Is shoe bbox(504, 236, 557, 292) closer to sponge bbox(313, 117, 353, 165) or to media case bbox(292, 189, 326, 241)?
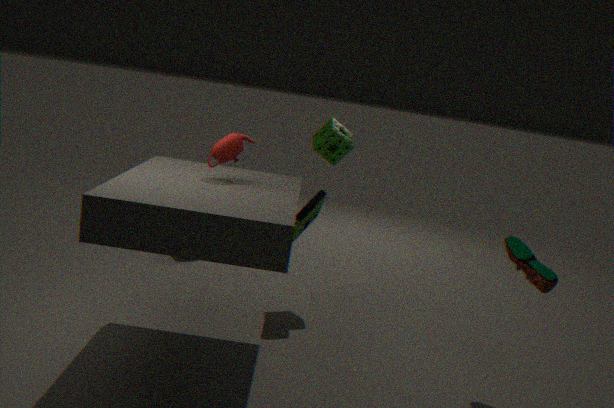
media case bbox(292, 189, 326, 241)
